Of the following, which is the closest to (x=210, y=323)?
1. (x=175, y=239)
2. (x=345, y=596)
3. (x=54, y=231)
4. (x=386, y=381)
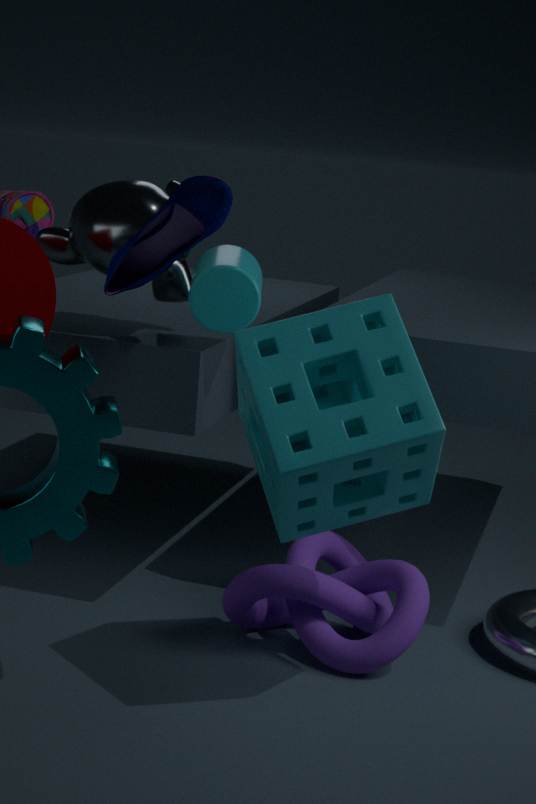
(x=54, y=231)
